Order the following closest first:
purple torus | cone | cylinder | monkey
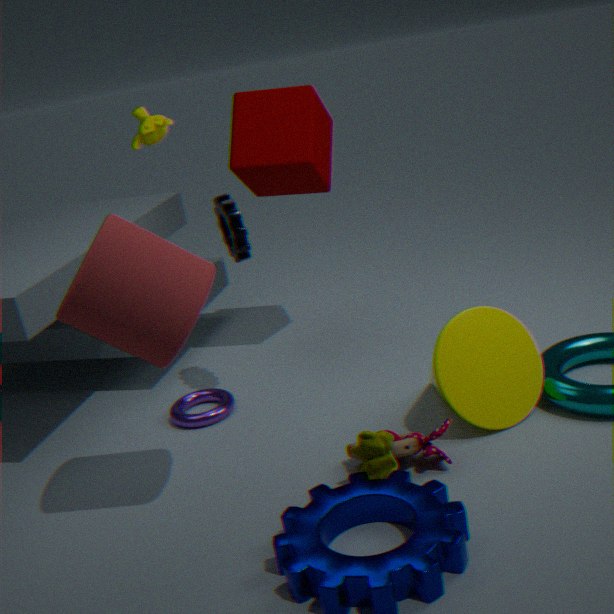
1. cylinder
2. cone
3. purple torus
4. monkey
